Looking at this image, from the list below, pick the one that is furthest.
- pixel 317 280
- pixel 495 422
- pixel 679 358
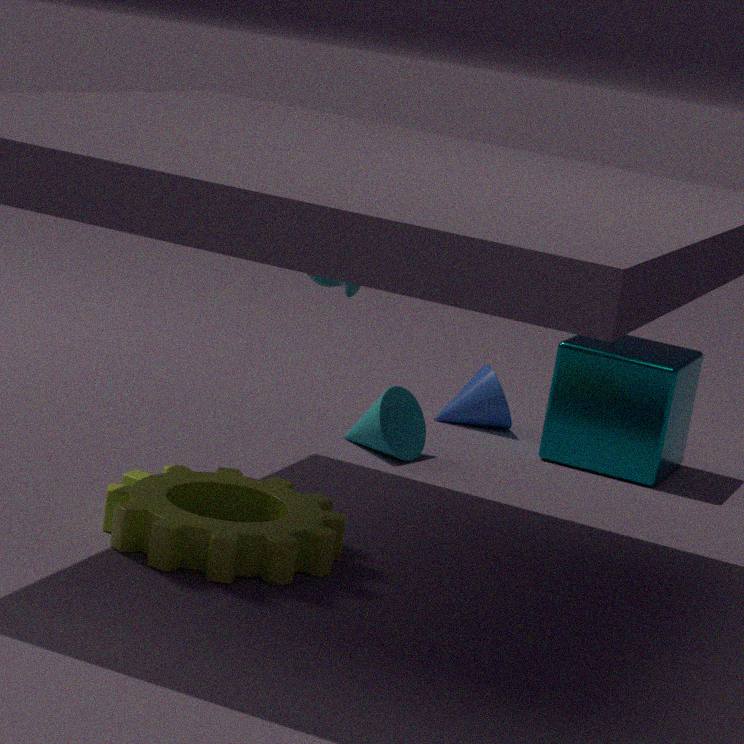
pixel 495 422
